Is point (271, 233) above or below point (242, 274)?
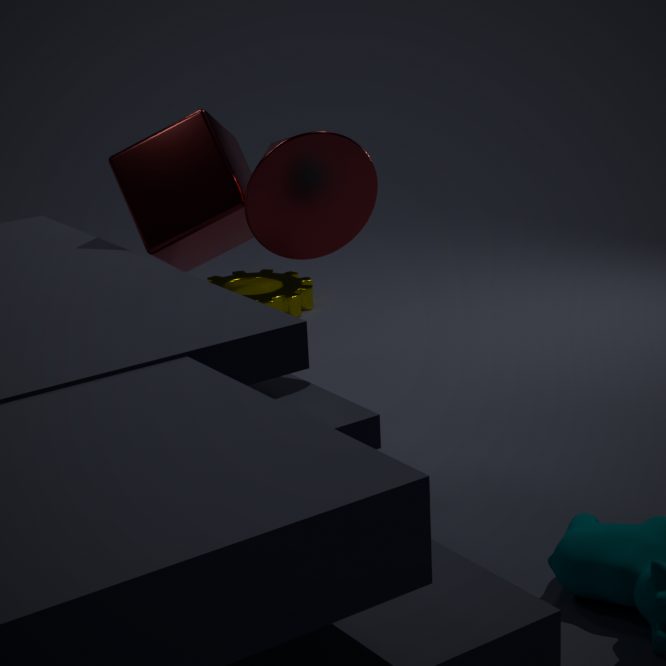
above
